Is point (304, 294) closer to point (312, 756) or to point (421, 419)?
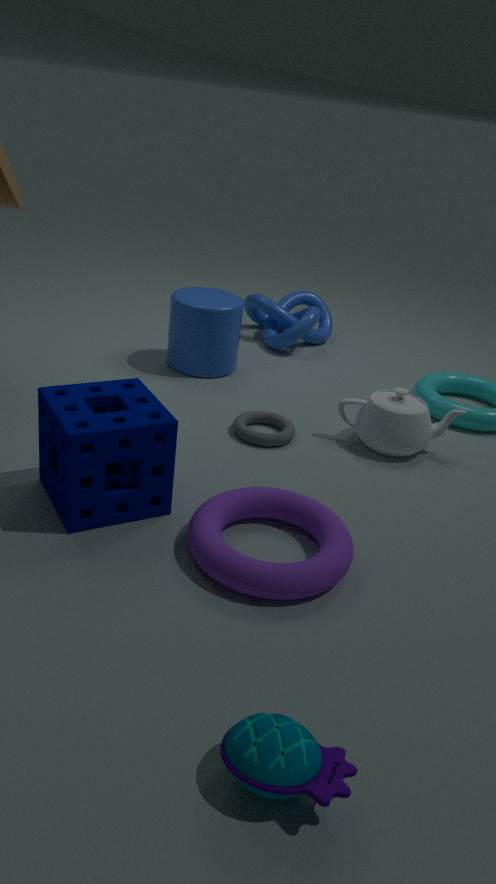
point (421, 419)
